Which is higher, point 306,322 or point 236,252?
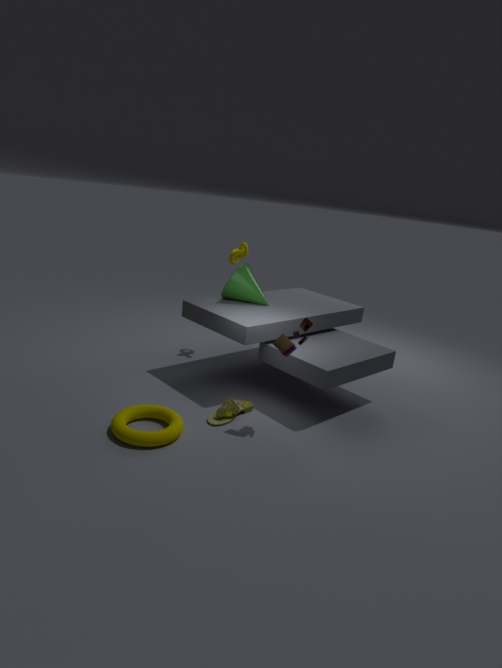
point 236,252
